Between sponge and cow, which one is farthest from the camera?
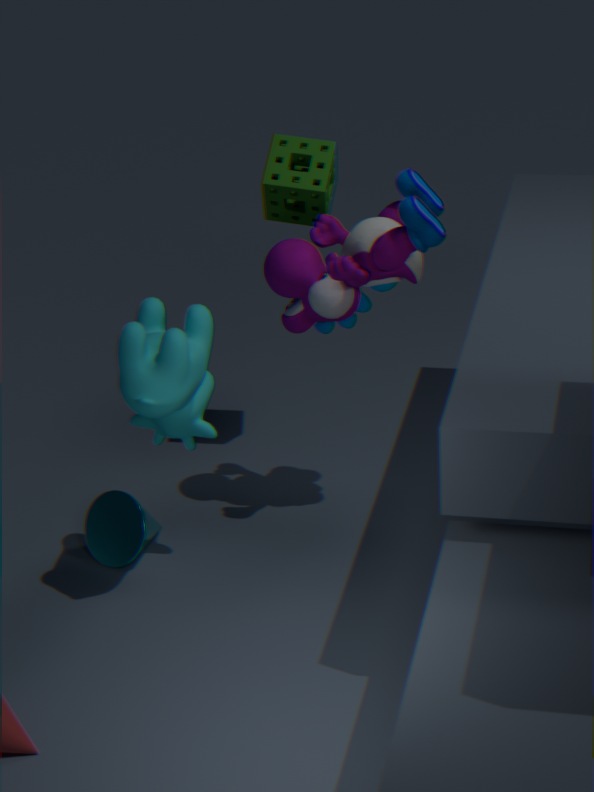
sponge
